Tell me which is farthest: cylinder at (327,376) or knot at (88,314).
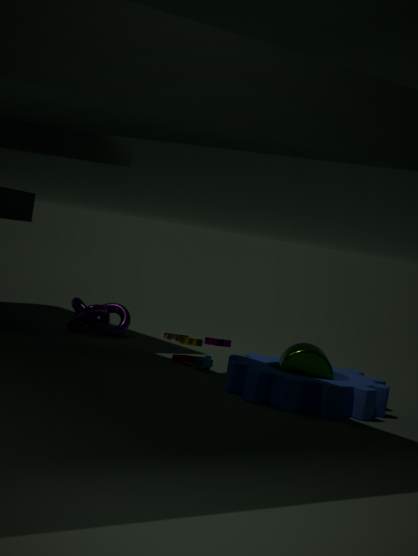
knot at (88,314)
